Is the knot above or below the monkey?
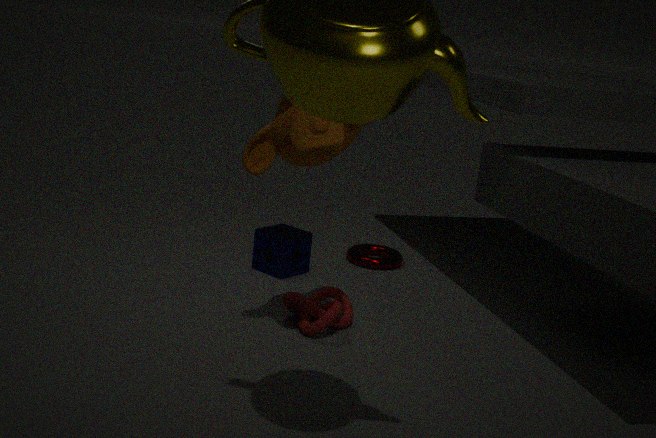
below
